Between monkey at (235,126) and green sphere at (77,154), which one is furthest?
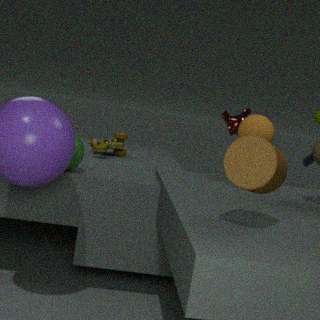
monkey at (235,126)
